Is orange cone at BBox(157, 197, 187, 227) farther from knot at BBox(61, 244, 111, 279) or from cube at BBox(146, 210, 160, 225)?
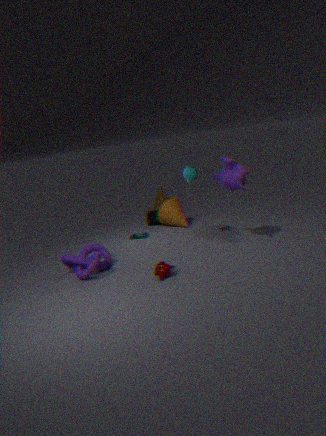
knot at BBox(61, 244, 111, 279)
